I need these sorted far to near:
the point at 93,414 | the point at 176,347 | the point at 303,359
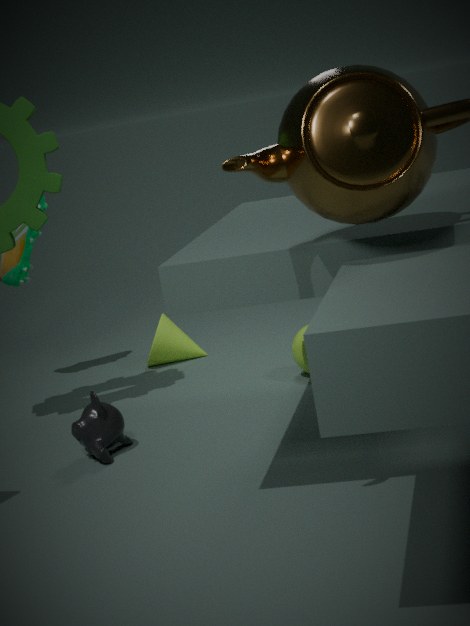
1. the point at 176,347
2. the point at 303,359
3. the point at 93,414
